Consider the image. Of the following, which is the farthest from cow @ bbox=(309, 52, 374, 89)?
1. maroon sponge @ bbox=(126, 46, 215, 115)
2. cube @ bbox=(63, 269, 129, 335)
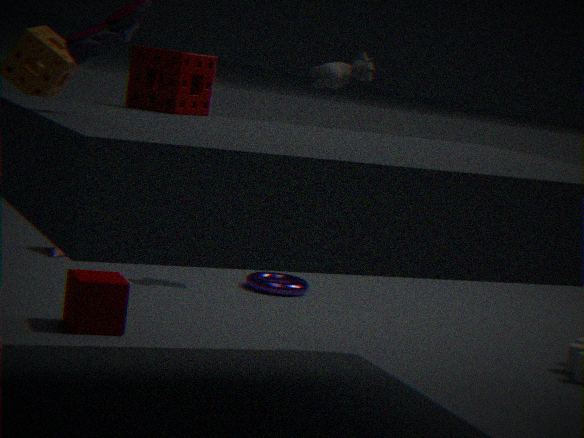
cube @ bbox=(63, 269, 129, 335)
